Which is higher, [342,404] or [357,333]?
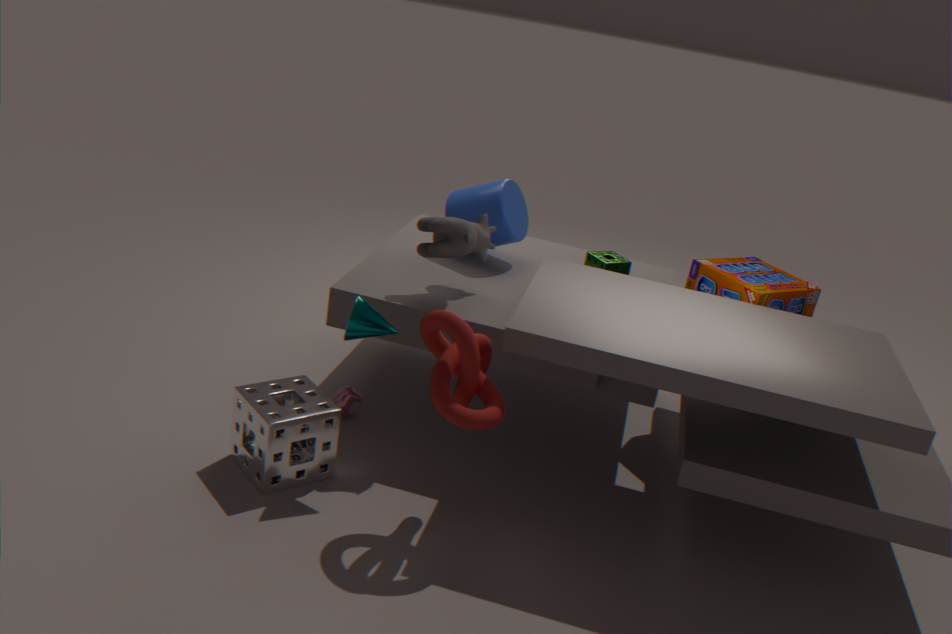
[357,333]
